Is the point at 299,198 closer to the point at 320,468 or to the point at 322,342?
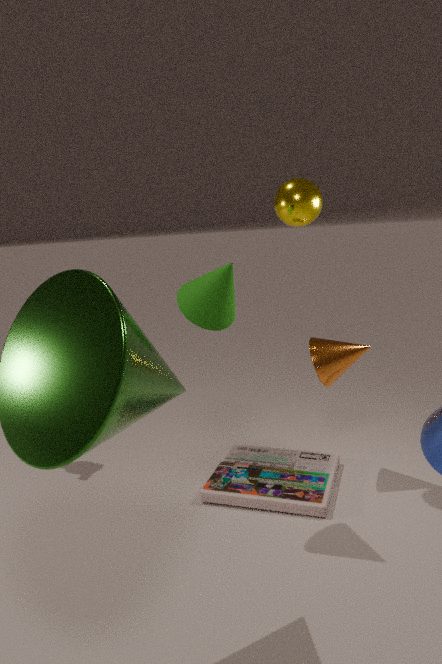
the point at 322,342
